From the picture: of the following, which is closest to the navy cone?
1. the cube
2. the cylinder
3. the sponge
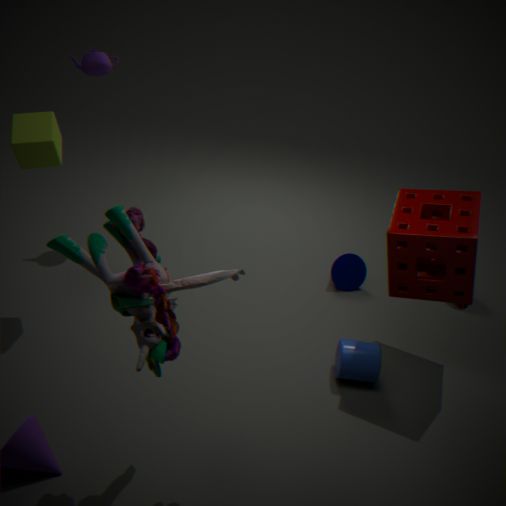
the sponge
